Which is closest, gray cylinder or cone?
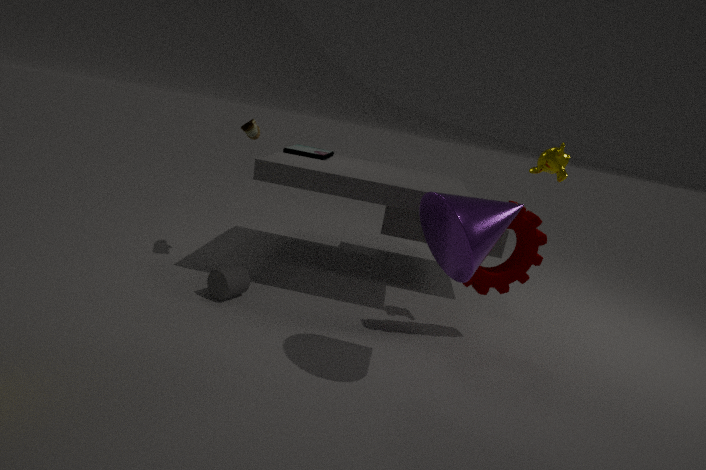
cone
